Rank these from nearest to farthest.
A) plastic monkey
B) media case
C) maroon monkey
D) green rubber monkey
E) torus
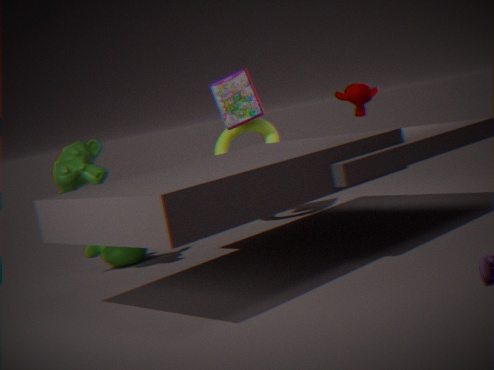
maroon monkey → plastic monkey → green rubber monkey → media case → torus
